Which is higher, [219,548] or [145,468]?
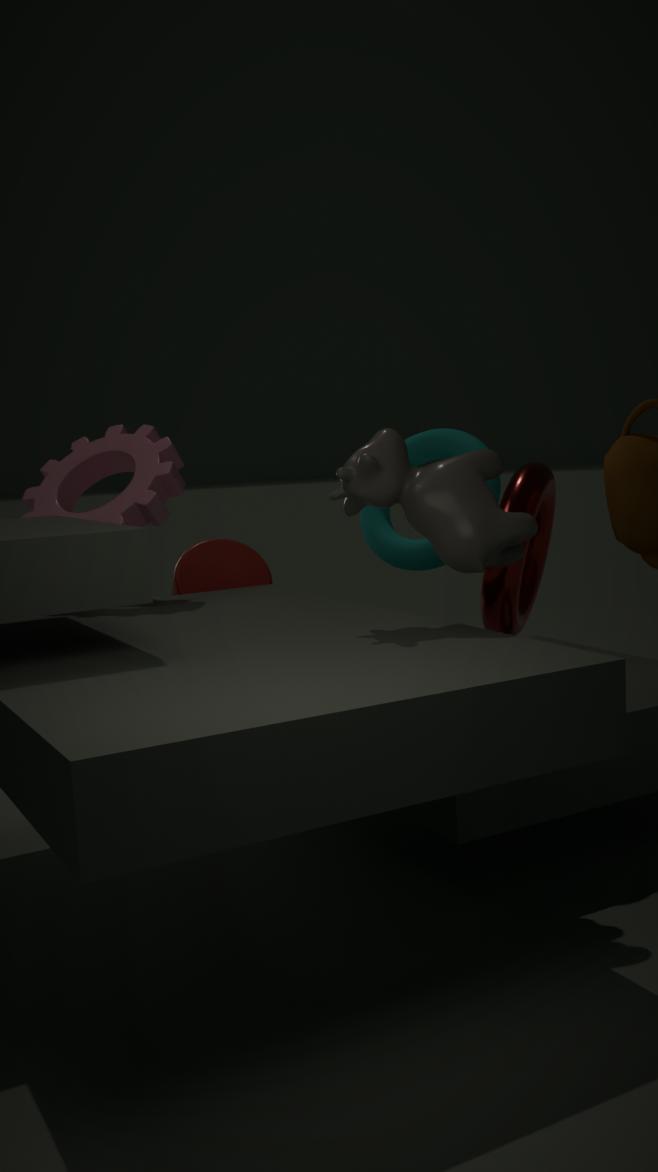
[145,468]
